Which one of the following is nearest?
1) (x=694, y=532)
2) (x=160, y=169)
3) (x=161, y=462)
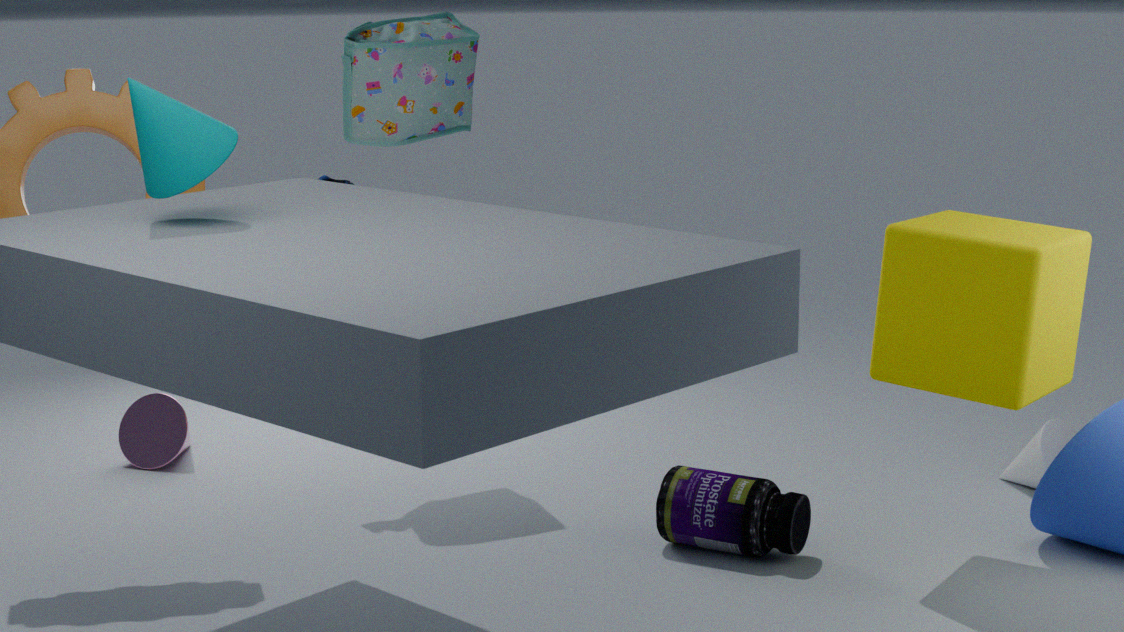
2. (x=160, y=169)
